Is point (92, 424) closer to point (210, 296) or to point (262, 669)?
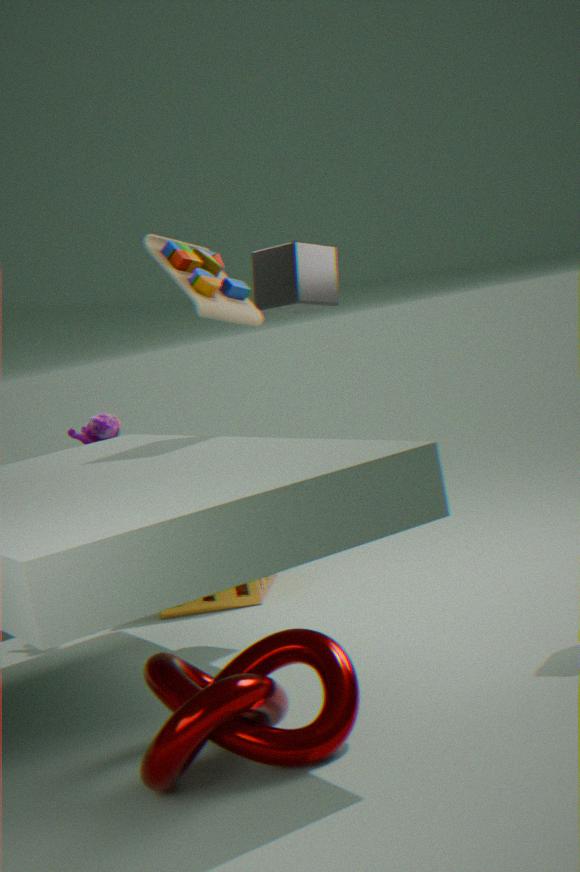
point (210, 296)
